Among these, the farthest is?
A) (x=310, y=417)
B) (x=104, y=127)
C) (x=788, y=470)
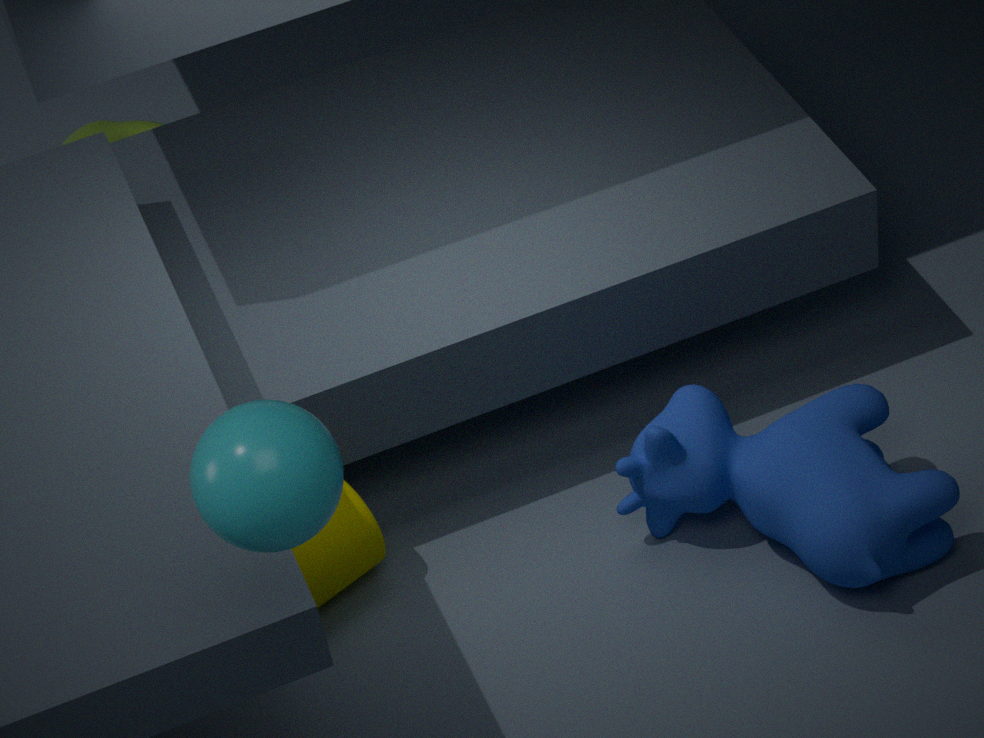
(x=104, y=127)
